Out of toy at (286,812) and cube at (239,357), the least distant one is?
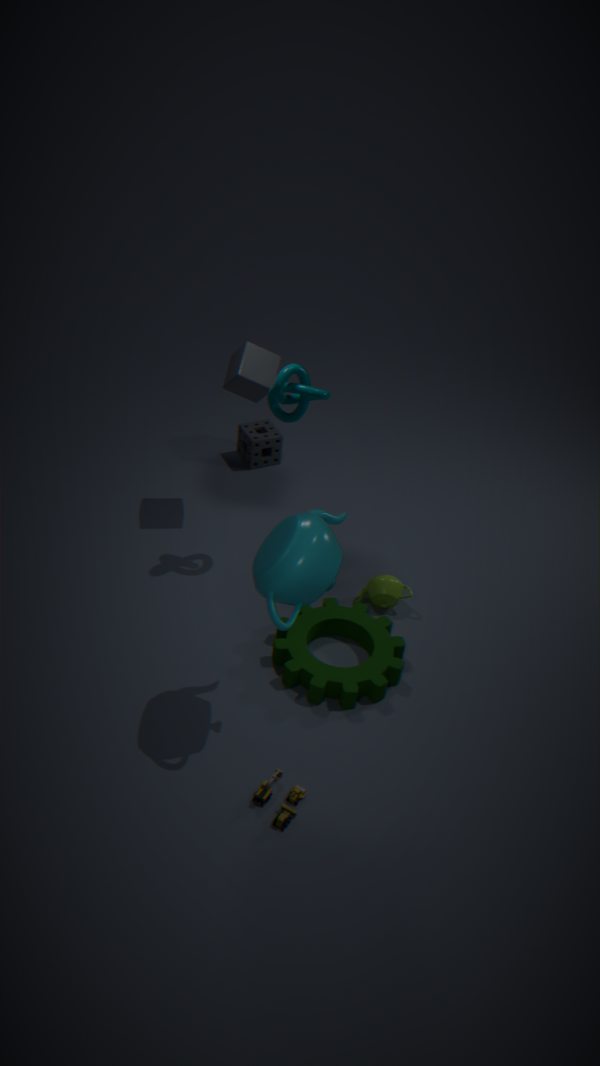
toy at (286,812)
